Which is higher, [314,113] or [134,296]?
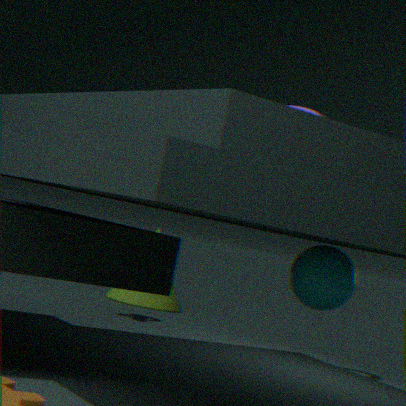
[314,113]
